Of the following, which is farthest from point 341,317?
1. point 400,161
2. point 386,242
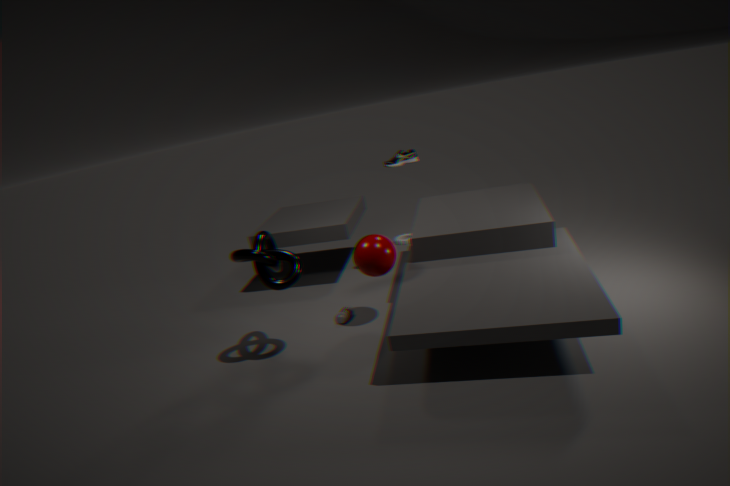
point 400,161
